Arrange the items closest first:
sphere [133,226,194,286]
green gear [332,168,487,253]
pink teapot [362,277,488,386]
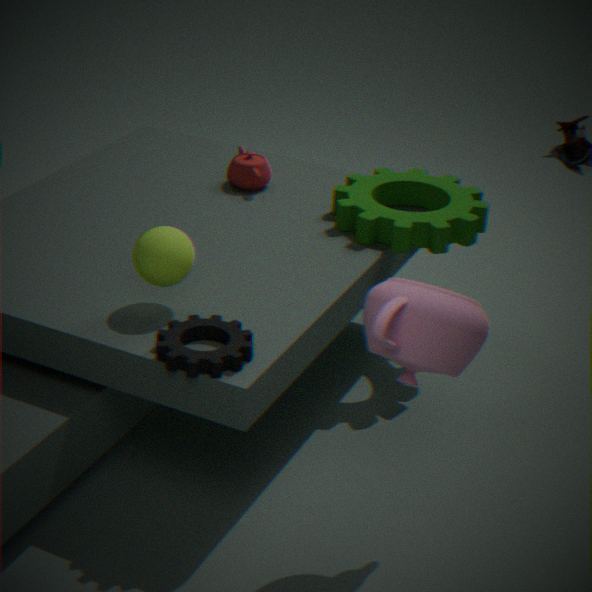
pink teapot [362,277,488,386], sphere [133,226,194,286], green gear [332,168,487,253]
